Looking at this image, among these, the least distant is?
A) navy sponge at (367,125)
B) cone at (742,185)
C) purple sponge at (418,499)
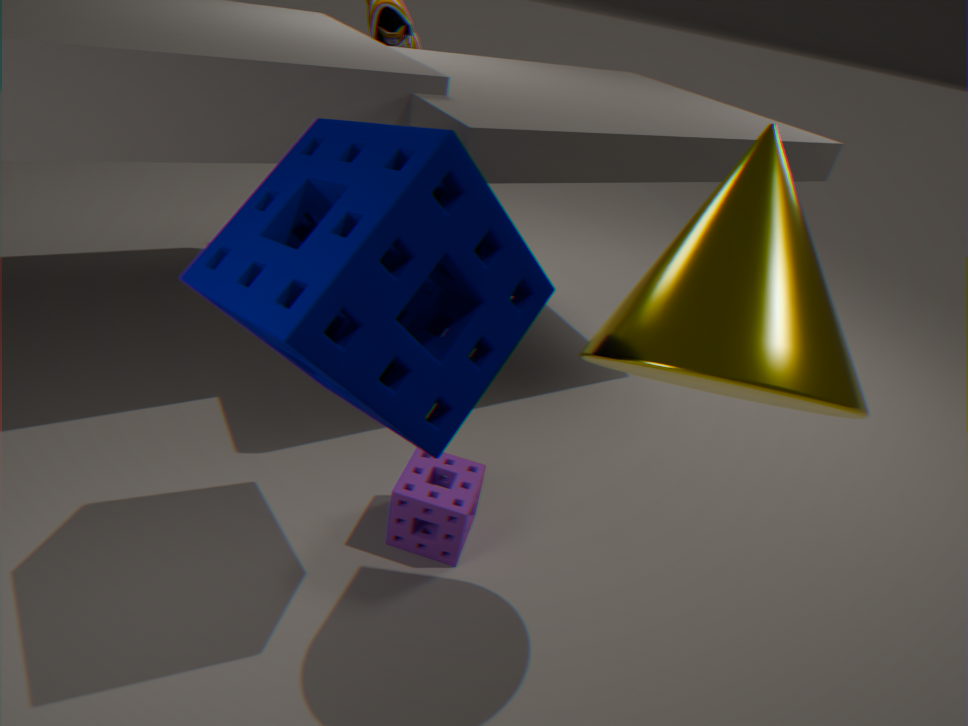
cone at (742,185)
